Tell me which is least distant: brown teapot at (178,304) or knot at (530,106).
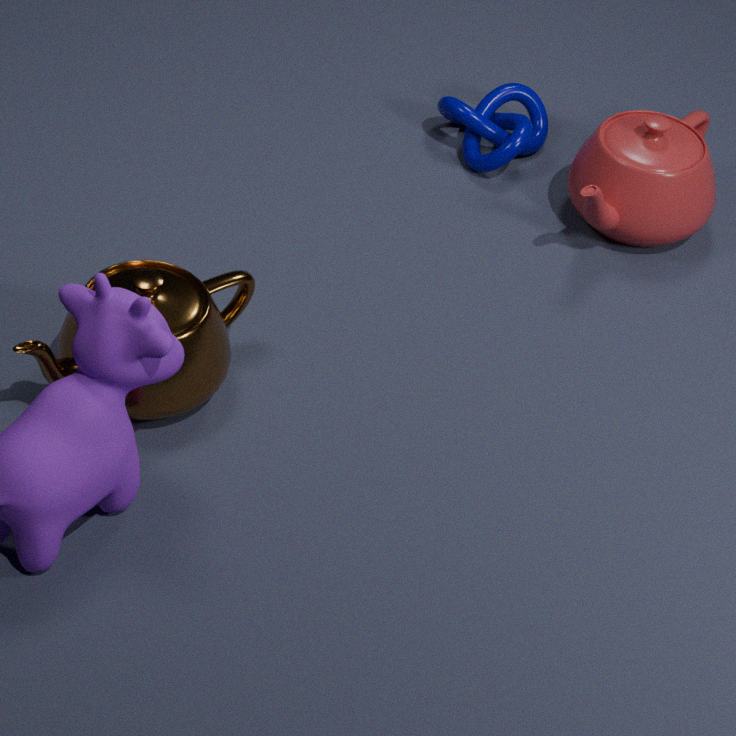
brown teapot at (178,304)
